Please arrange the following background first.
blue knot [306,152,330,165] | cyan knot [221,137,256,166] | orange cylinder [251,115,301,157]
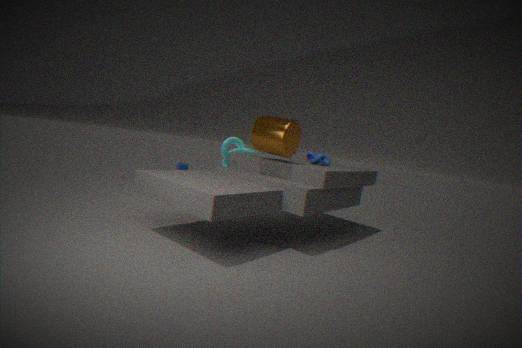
cyan knot [221,137,256,166] < blue knot [306,152,330,165] < orange cylinder [251,115,301,157]
